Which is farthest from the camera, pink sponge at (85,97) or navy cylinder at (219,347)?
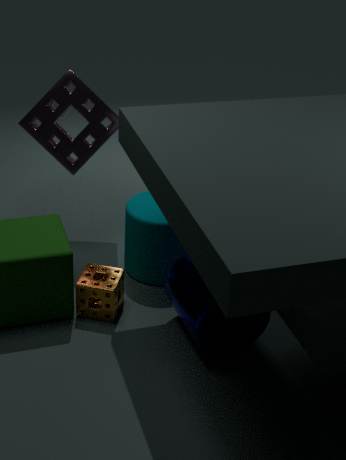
pink sponge at (85,97)
